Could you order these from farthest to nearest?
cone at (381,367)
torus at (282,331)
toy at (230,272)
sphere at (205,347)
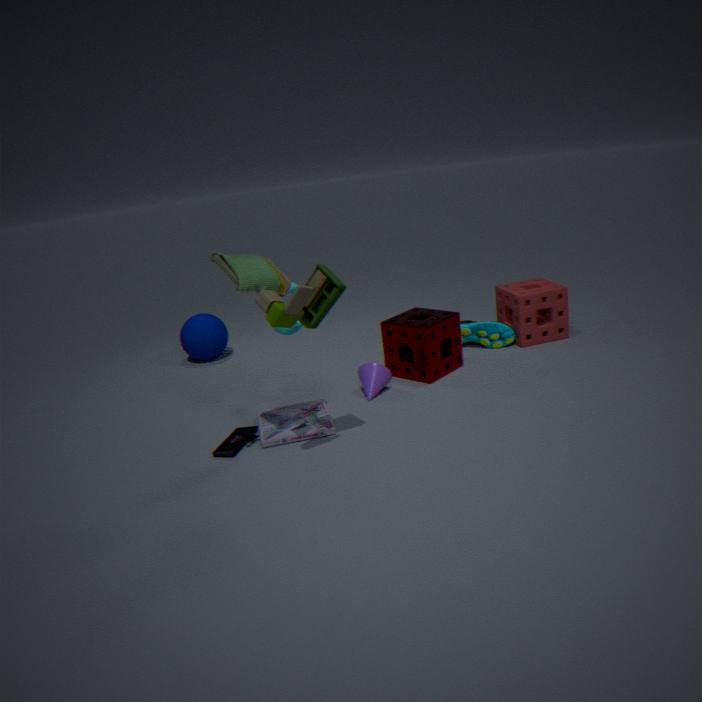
sphere at (205,347), cone at (381,367), torus at (282,331), toy at (230,272)
